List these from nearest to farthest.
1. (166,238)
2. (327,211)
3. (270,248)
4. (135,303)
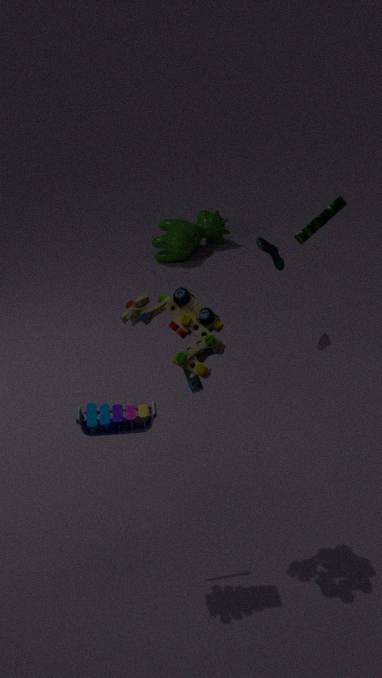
(135,303) → (327,211) → (270,248) → (166,238)
